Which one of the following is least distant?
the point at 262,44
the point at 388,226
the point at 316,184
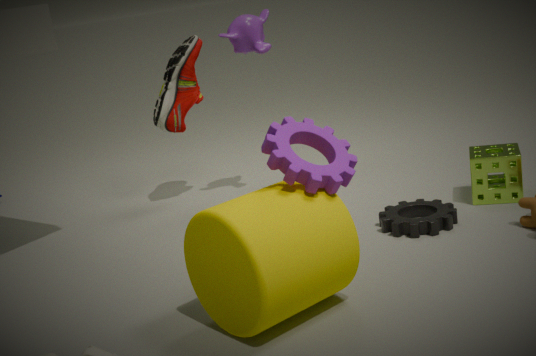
the point at 316,184
